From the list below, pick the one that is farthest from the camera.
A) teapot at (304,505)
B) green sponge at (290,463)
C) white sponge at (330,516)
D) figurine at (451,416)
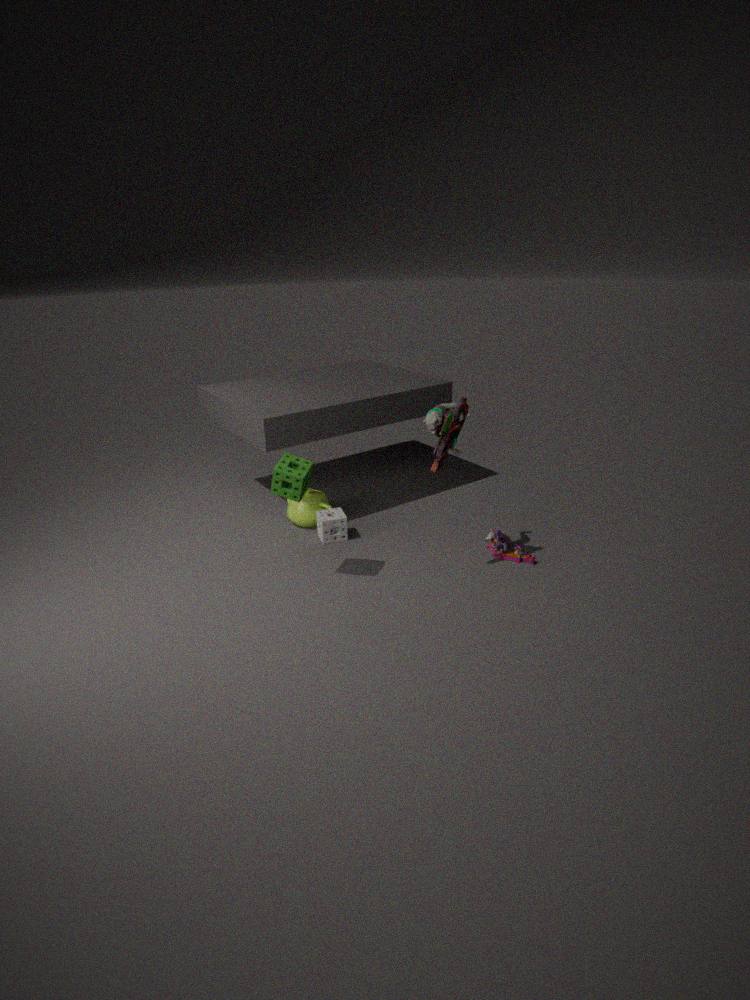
teapot at (304,505)
